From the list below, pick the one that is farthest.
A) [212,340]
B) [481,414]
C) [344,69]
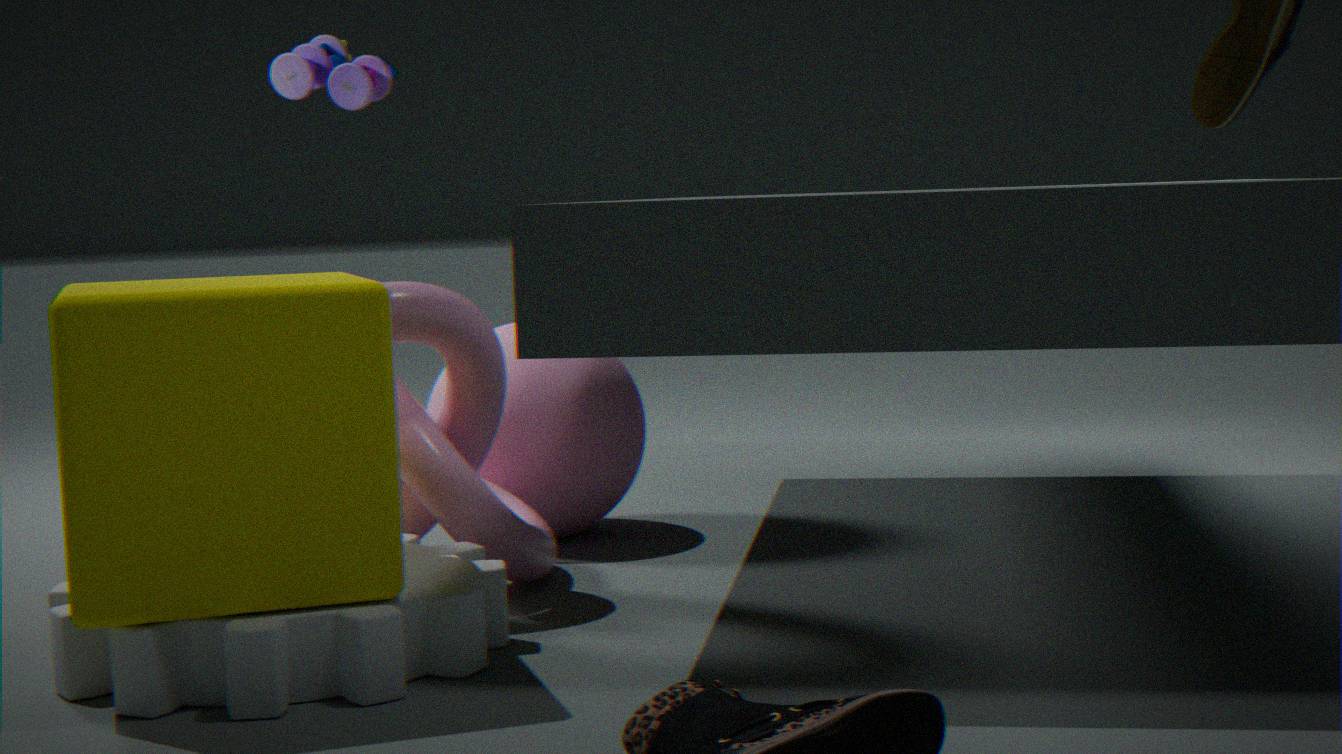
[344,69]
